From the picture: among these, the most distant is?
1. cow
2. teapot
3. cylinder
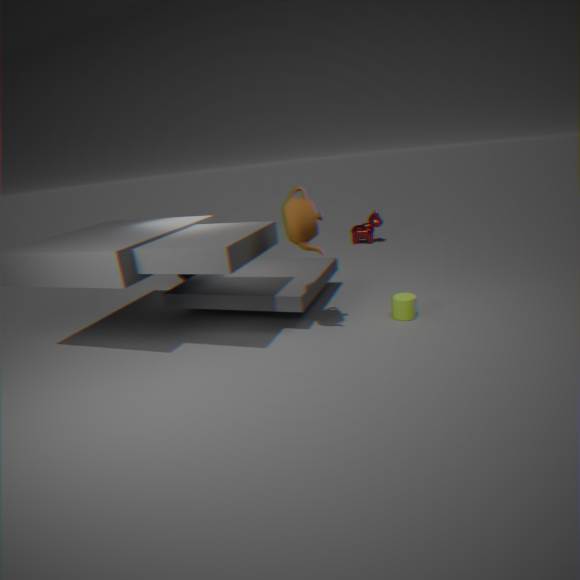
cow
